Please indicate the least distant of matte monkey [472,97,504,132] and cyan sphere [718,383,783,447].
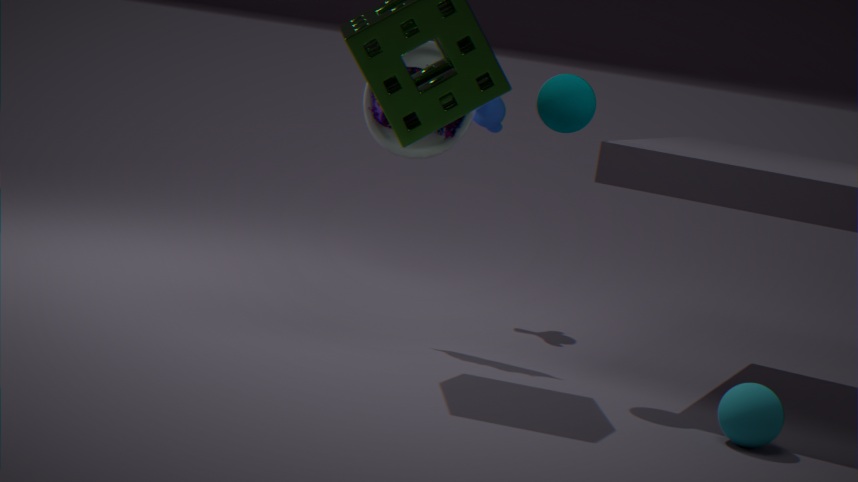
cyan sphere [718,383,783,447]
